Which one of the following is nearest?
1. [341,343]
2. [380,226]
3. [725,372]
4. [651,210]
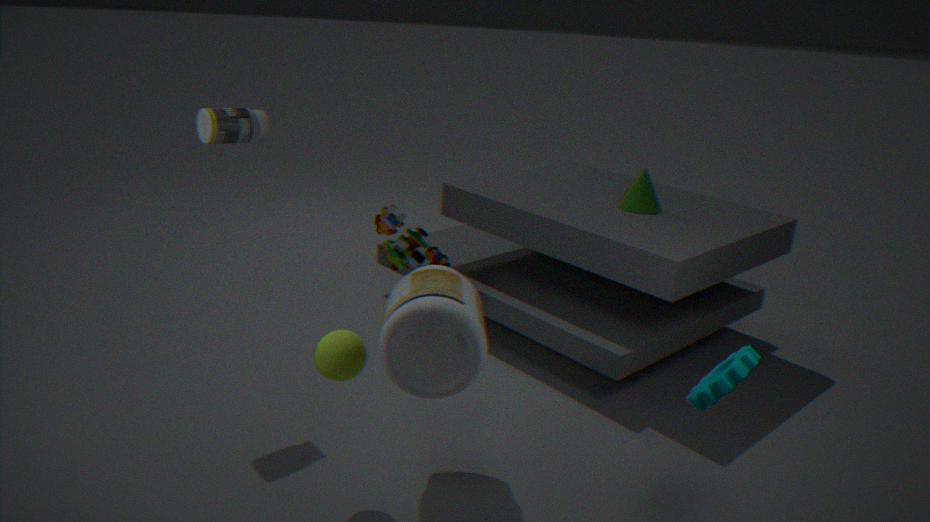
[725,372]
